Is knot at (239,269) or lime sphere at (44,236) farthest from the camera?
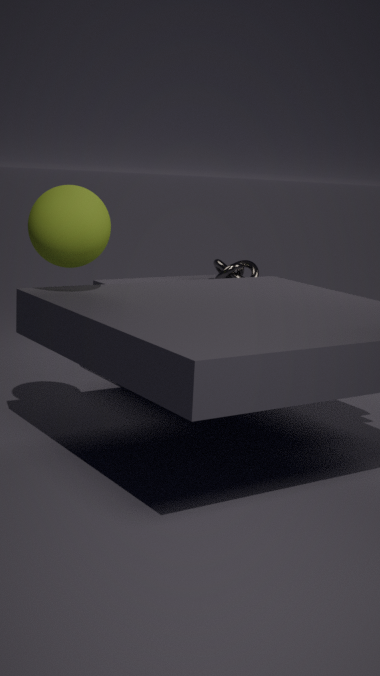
knot at (239,269)
